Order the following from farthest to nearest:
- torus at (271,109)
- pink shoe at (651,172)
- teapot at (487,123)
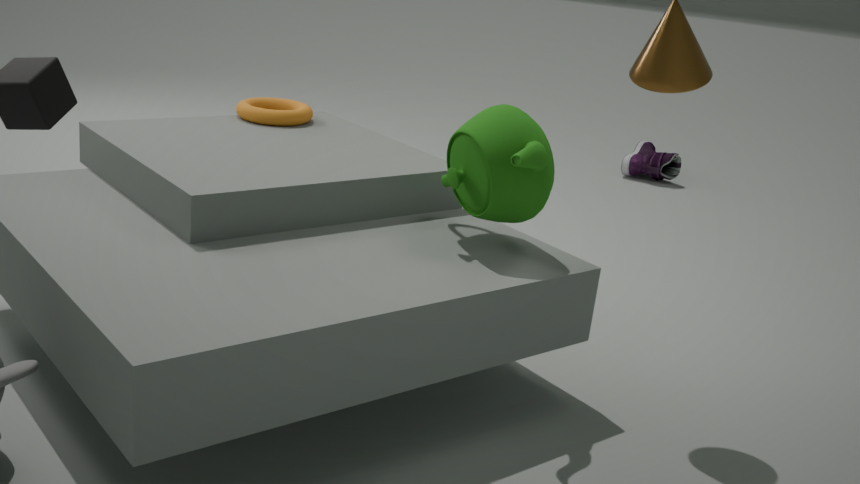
1. pink shoe at (651,172)
2. torus at (271,109)
3. teapot at (487,123)
